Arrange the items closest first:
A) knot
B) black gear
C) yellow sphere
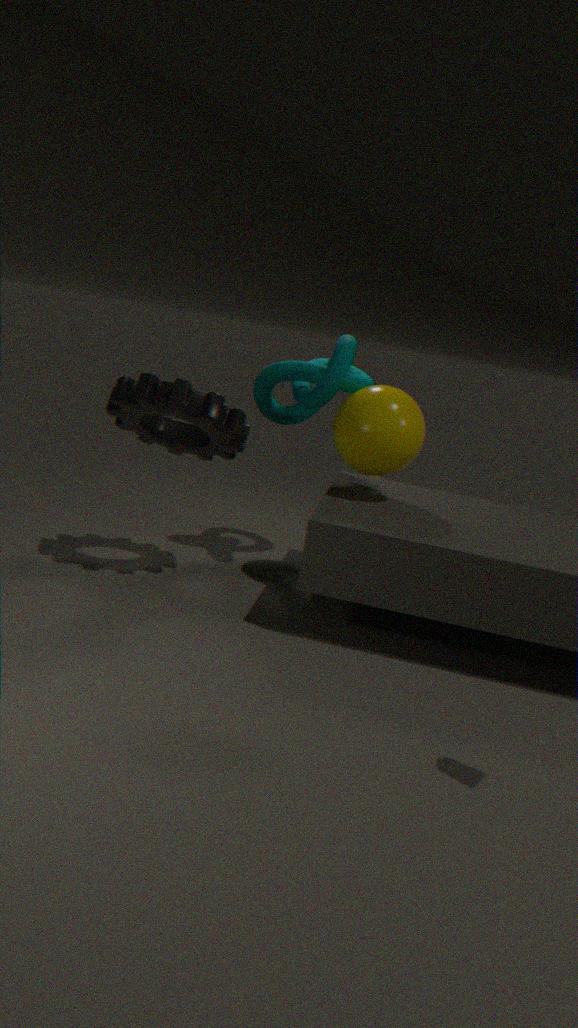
1. black gear
2. yellow sphere
3. knot
